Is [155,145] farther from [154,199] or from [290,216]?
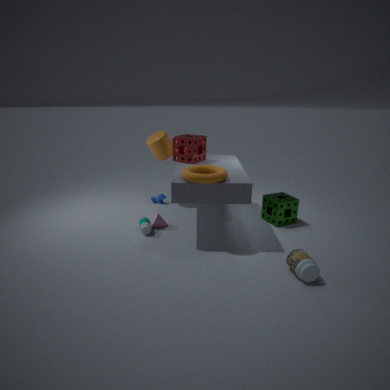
[290,216]
